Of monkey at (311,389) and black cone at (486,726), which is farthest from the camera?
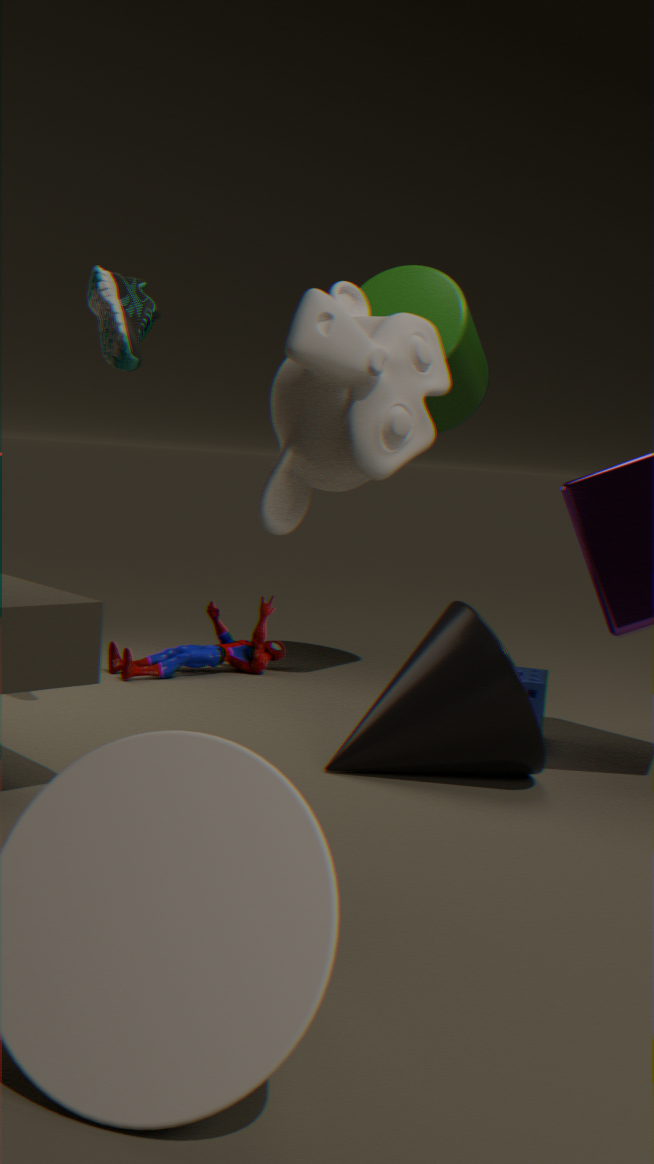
black cone at (486,726)
